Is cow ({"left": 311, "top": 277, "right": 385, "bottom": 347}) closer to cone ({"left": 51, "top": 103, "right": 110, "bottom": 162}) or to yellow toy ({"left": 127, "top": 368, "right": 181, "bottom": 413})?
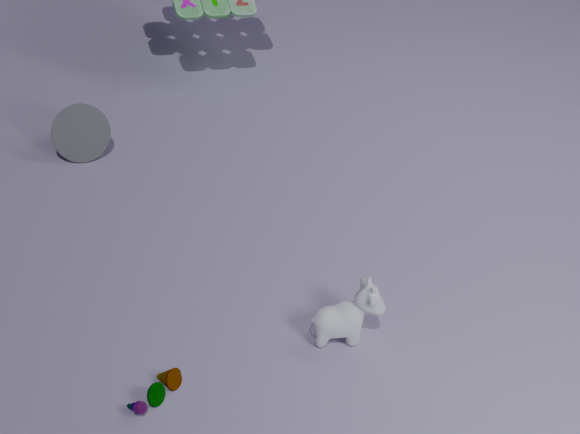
yellow toy ({"left": 127, "top": 368, "right": 181, "bottom": 413})
